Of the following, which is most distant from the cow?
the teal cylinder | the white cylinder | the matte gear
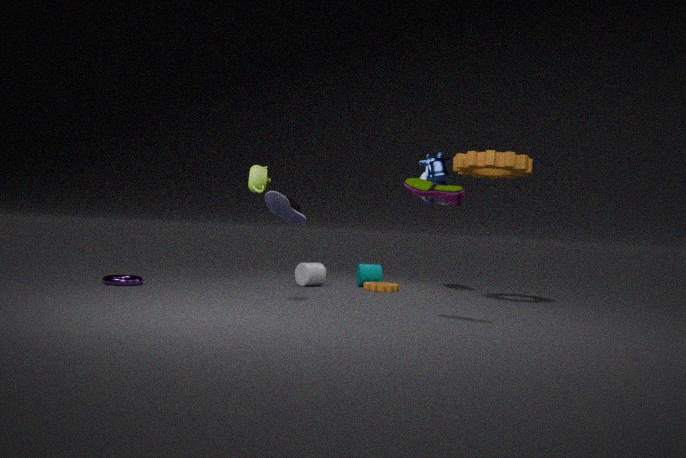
the white cylinder
